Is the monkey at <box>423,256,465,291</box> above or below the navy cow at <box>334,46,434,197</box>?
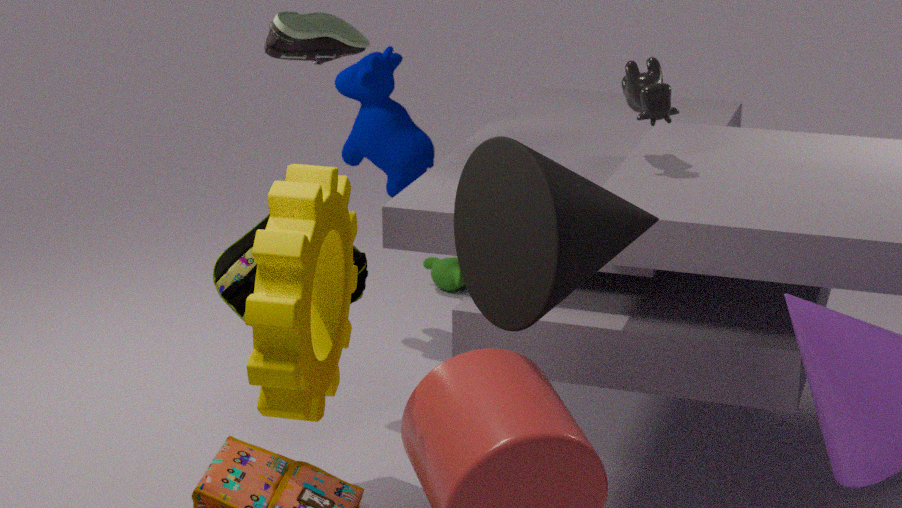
below
